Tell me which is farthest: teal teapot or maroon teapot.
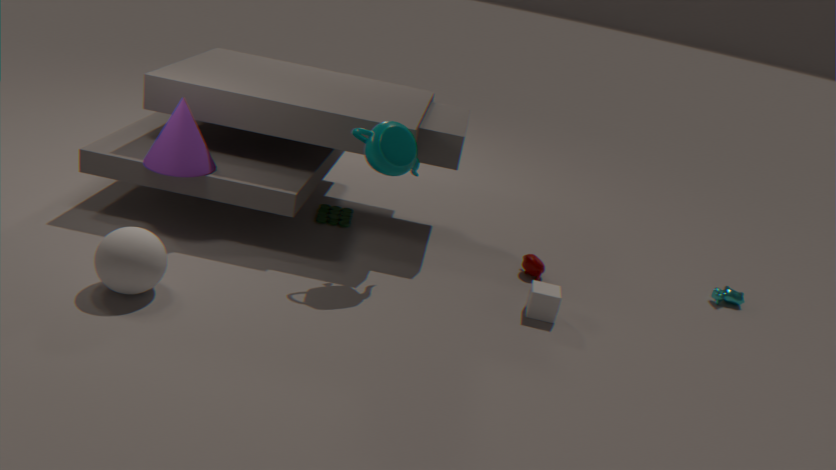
maroon teapot
